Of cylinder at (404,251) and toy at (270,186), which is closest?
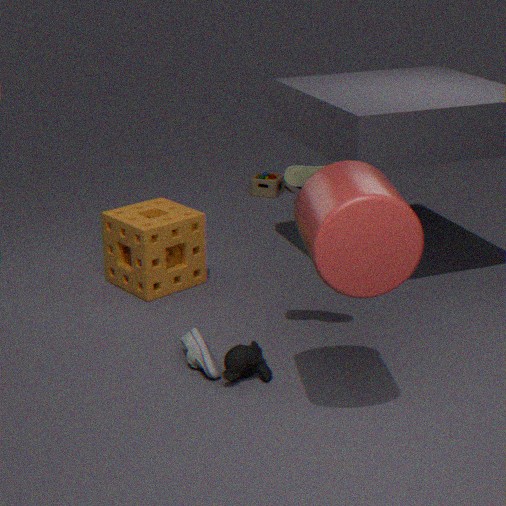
cylinder at (404,251)
